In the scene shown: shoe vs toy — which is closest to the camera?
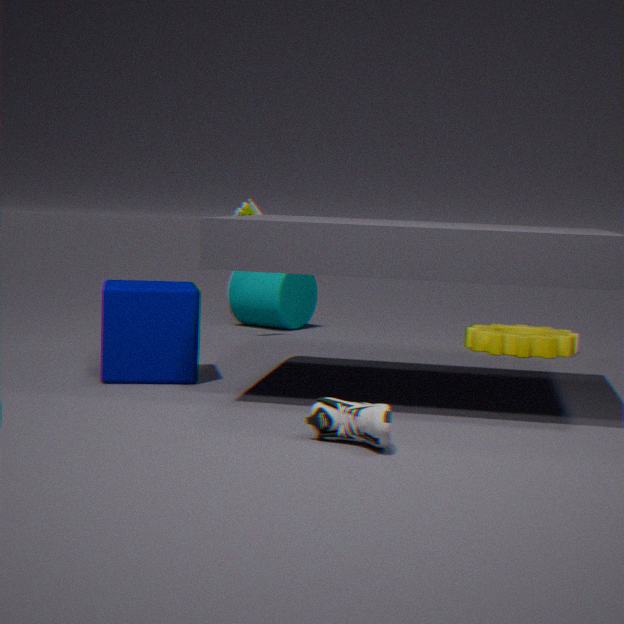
shoe
